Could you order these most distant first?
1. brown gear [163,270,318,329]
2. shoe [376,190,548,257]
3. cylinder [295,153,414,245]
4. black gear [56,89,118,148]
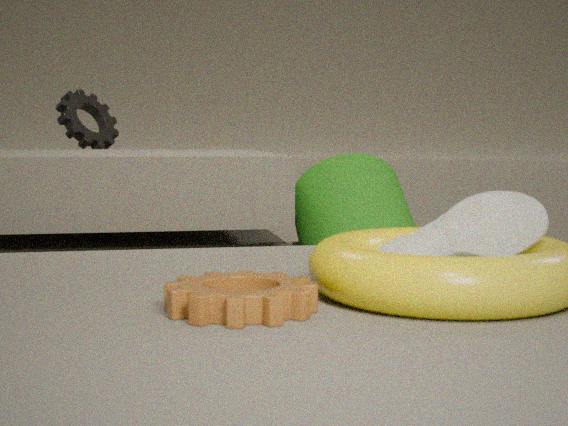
black gear [56,89,118,148], cylinder [295,153,414,245], shoe [376,190,548,257], brown gear [163,270,318,329]
